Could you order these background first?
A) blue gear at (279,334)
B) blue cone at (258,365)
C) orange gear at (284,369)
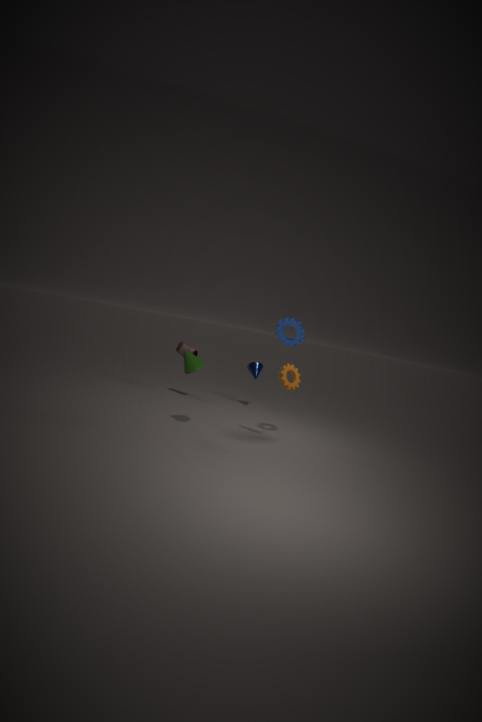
B. blue cone at (258,365), C. orange gear at (284,369), A. blue gear at (279,334)
